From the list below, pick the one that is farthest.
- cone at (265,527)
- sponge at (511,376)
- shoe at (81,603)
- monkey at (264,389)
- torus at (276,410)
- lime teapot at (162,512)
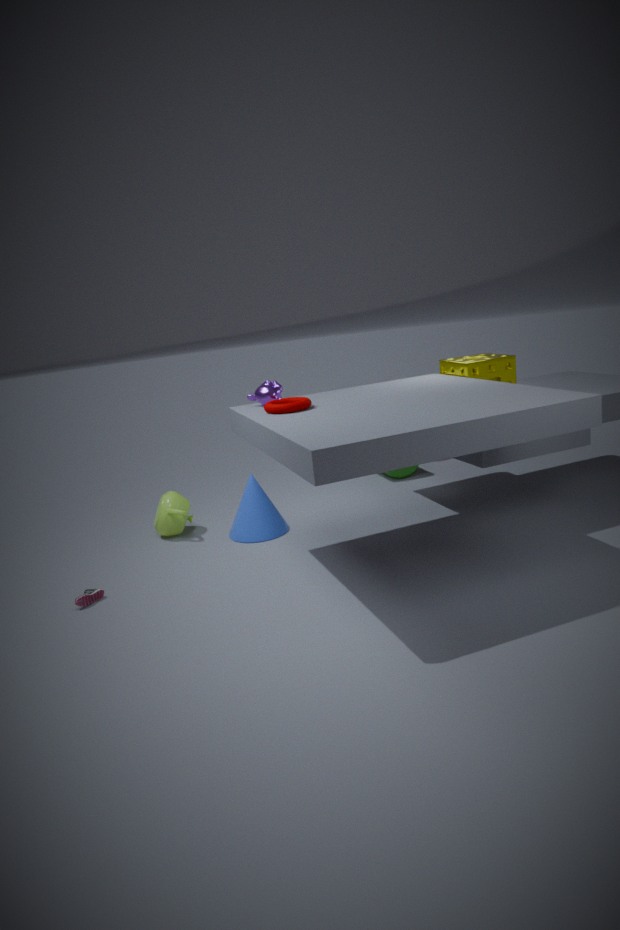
lime teapot at (162,512)
